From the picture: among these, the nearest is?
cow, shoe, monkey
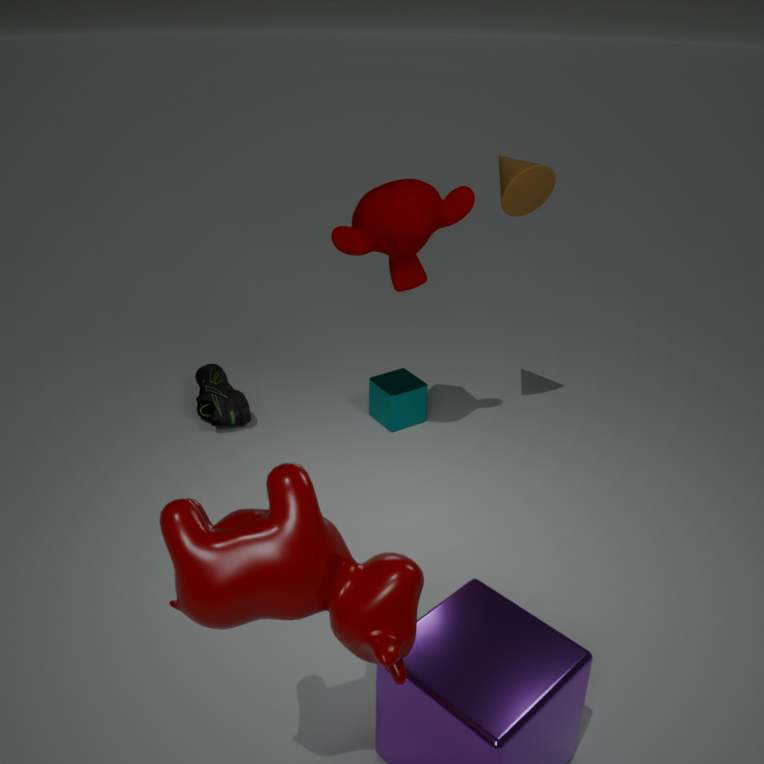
cow
